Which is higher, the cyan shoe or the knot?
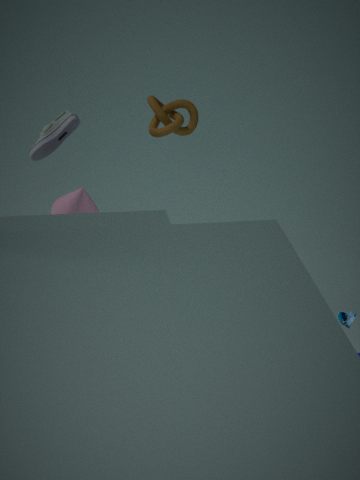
the knot
